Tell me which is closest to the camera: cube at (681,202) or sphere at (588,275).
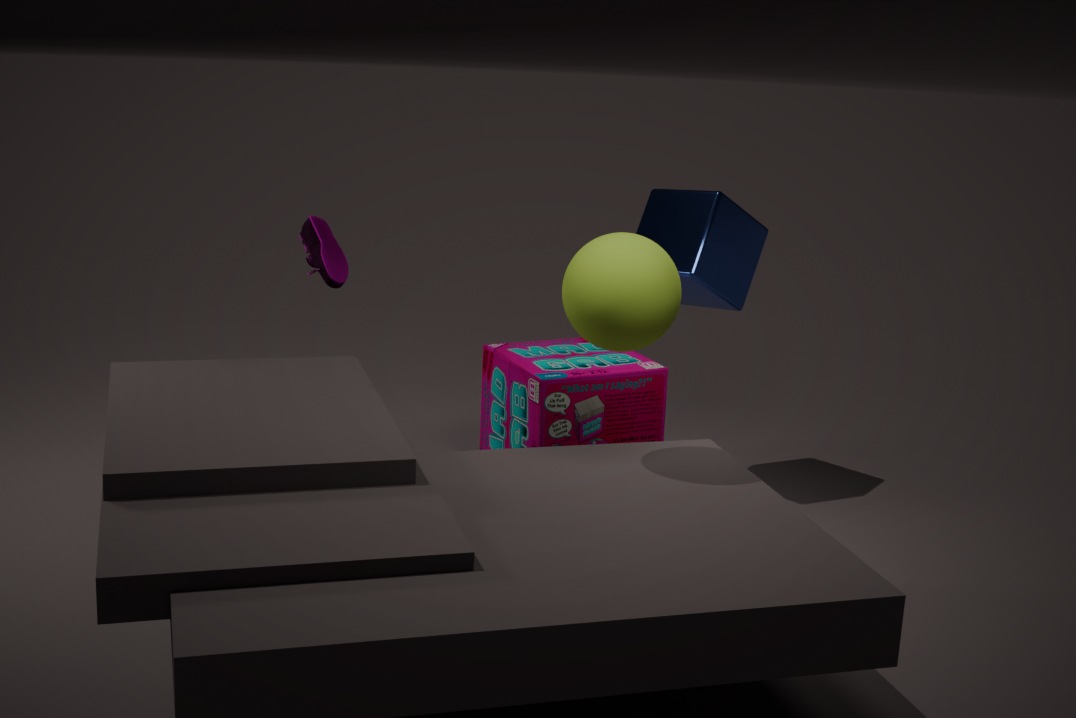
sphere at (588,275)
